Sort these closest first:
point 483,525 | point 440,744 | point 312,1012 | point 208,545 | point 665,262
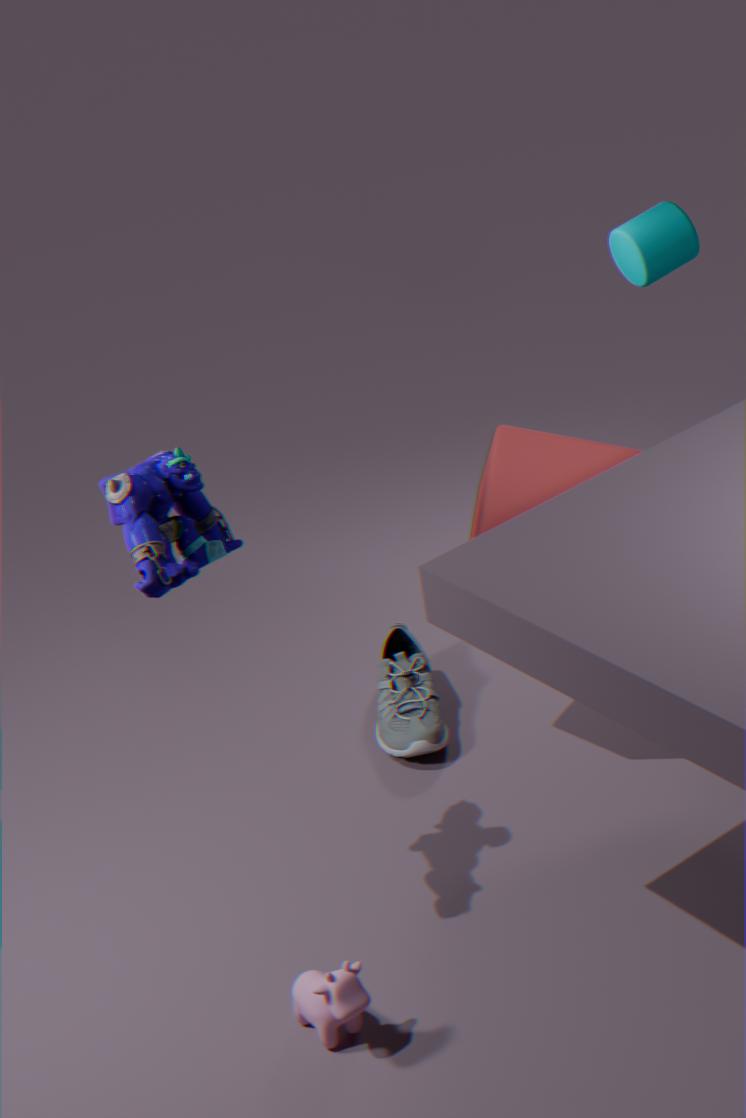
point 312,1012
point 208,545
point 483,525
point 440,744
point 665,262
